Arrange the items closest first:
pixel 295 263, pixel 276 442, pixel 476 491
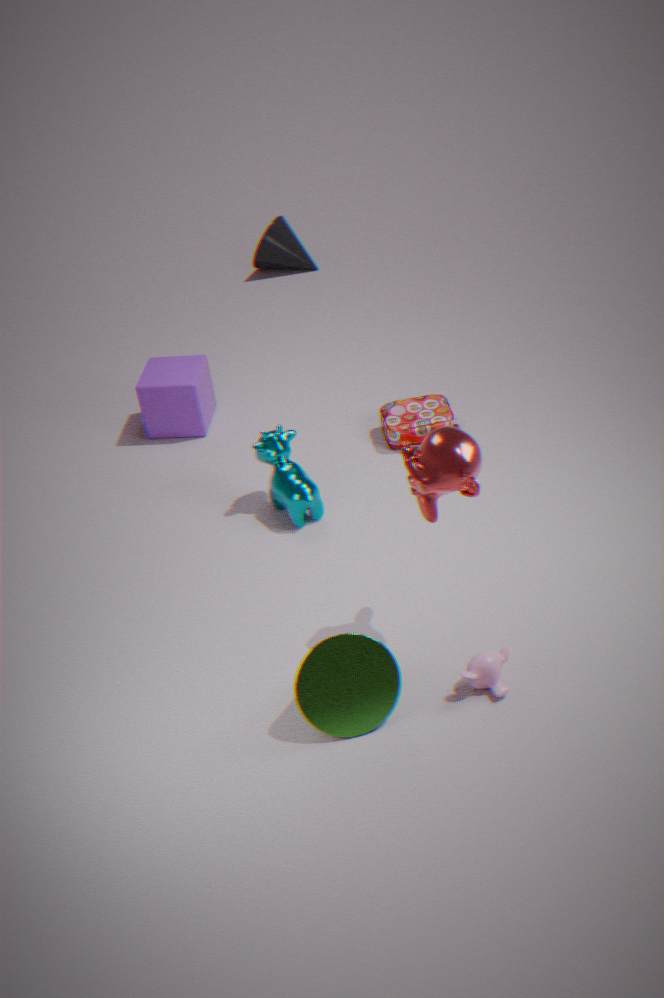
1. pixel 476 491
2. pixel 276 442
3. pixel 295 263
